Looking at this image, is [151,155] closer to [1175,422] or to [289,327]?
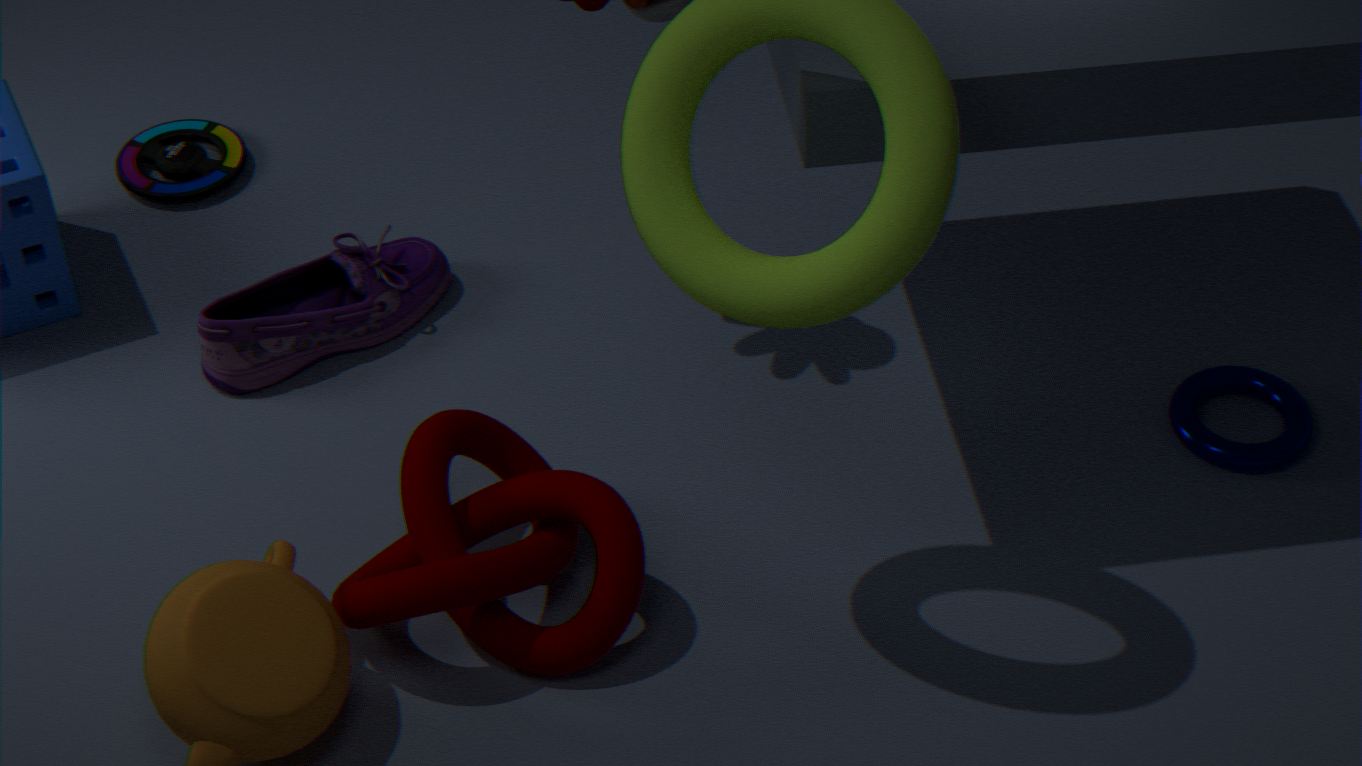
[289,327]
